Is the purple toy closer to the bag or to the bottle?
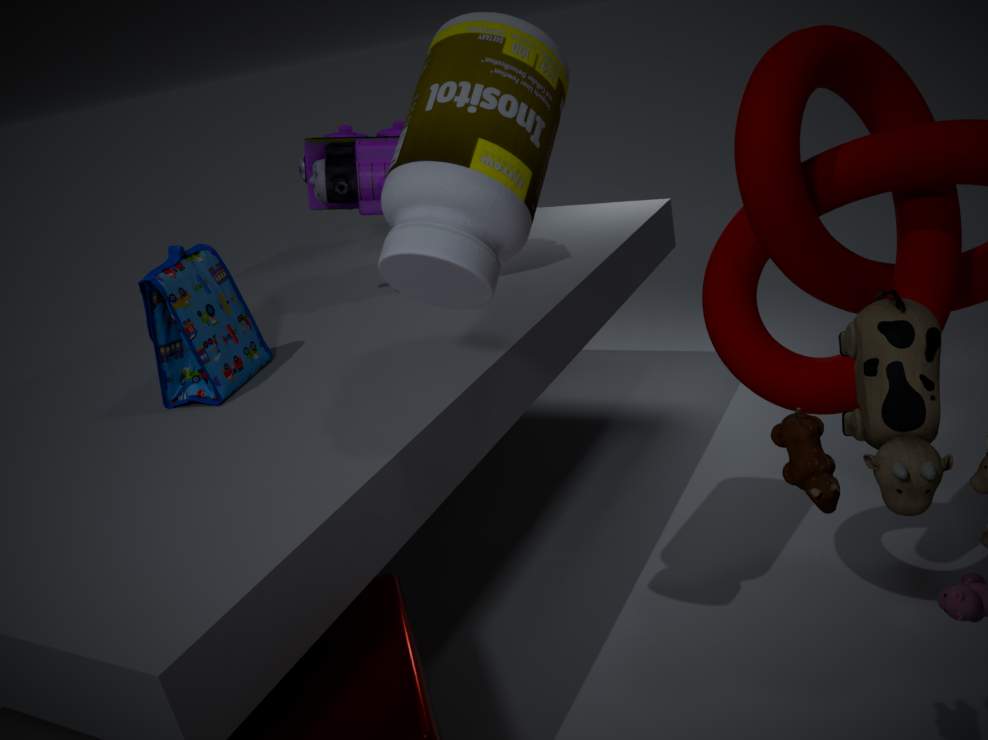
the bag
